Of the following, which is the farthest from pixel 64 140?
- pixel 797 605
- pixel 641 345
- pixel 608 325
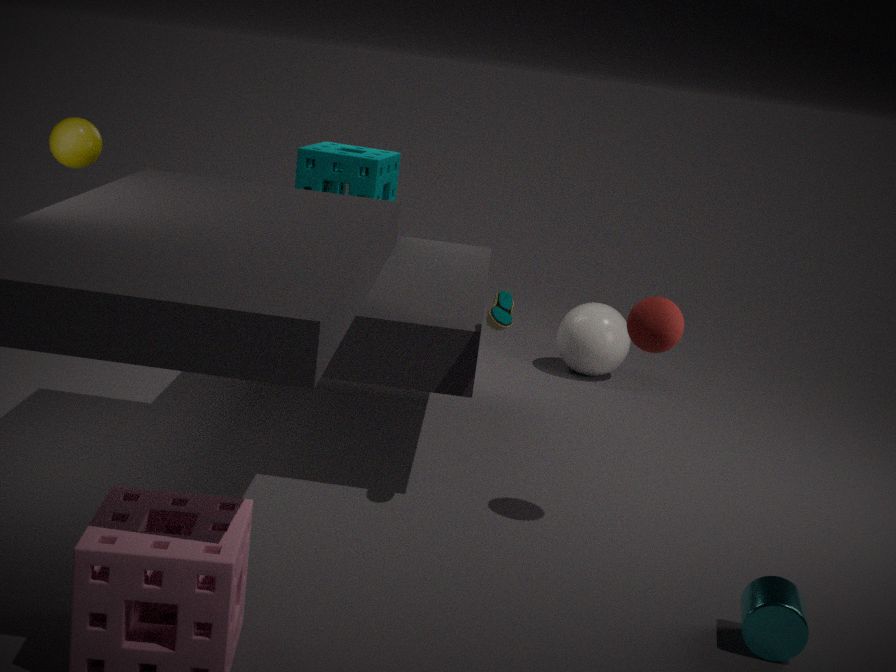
pixel 797 605
